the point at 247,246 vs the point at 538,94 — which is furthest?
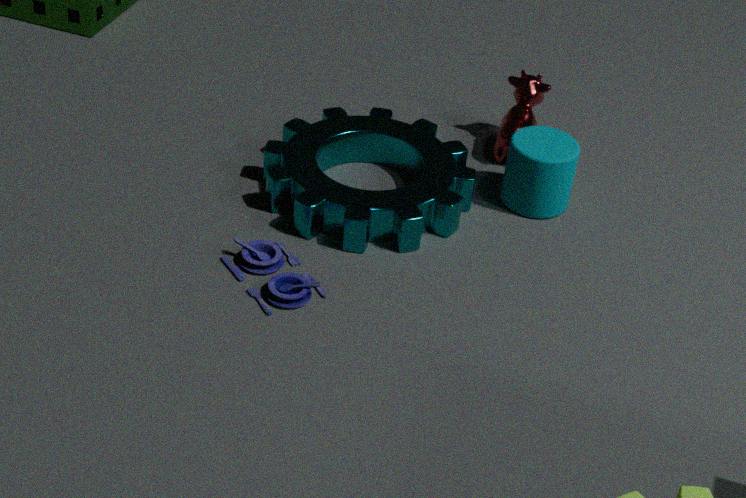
the point at 538,94
